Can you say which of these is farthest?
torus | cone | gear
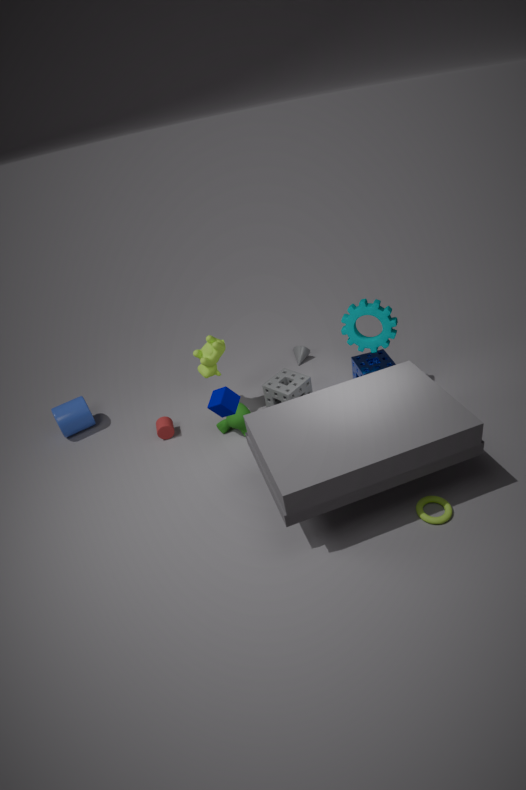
cone
